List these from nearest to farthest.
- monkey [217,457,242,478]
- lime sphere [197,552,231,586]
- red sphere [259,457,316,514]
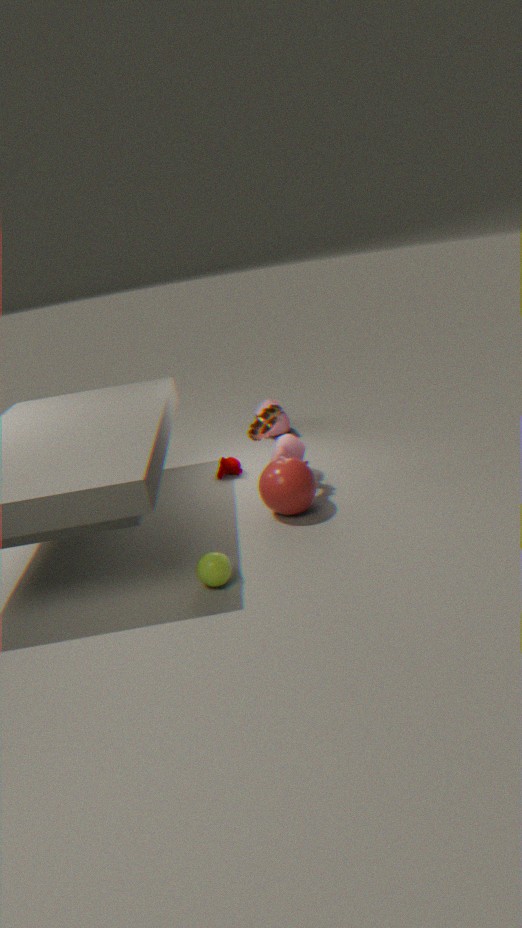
1. lime sphere [197,552,231,586]
2. red sphere [259,457,316,514]
3. monkey [217,457,242,478]
